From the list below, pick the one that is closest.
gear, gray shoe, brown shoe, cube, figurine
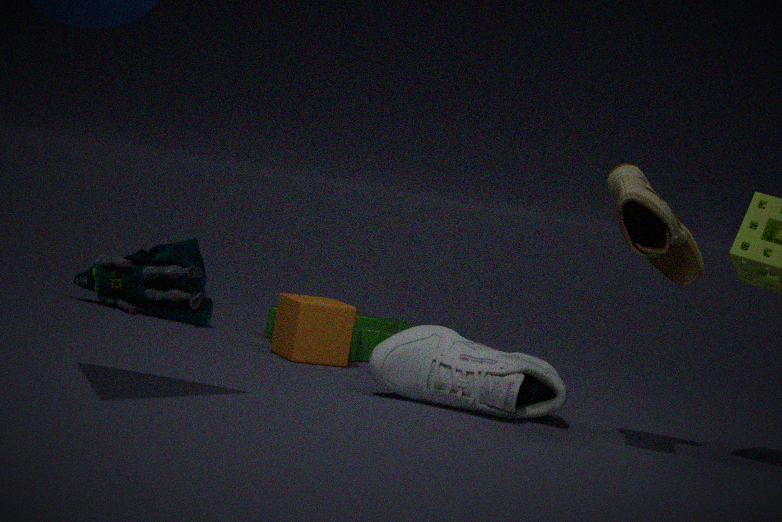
brown shoe
